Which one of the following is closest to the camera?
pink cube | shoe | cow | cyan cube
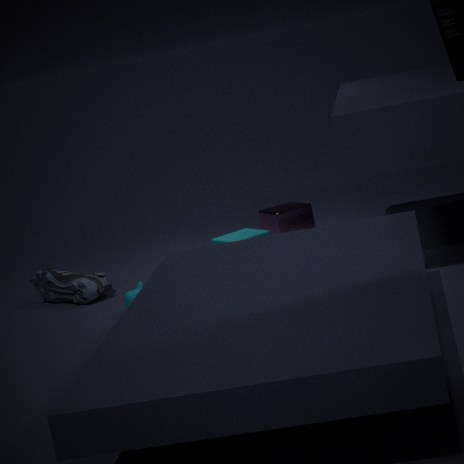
cow
